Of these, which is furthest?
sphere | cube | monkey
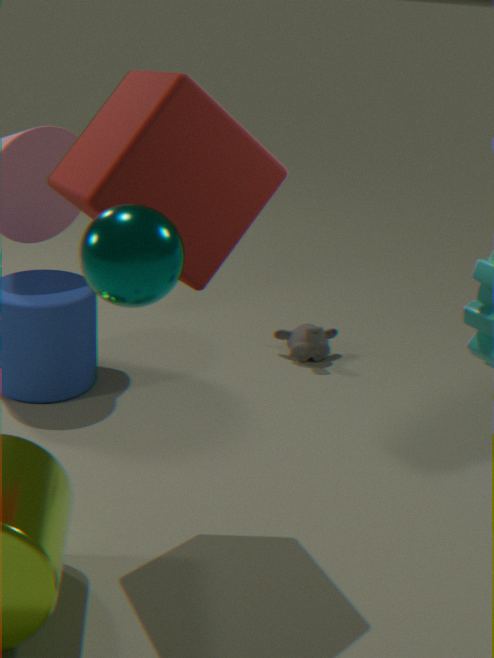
monkey
